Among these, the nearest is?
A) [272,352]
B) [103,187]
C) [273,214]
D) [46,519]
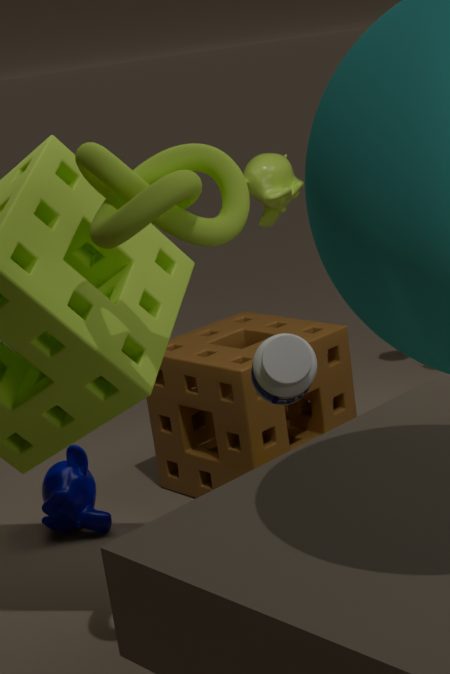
[103,187]
